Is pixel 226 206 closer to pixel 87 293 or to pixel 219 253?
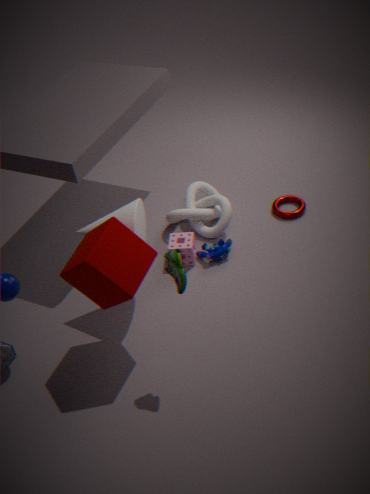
pixel 219 253
